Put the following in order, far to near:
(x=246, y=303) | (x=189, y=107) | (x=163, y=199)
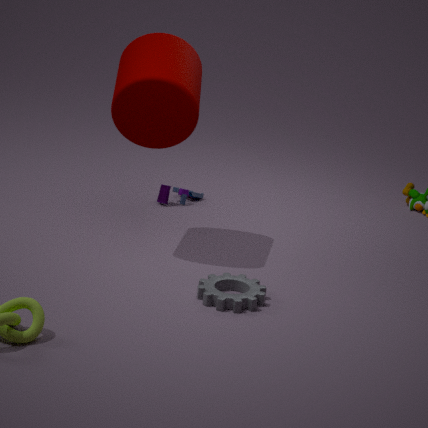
(x=163, y=199) → (x=189, y=107) → (x=246, y=303)
